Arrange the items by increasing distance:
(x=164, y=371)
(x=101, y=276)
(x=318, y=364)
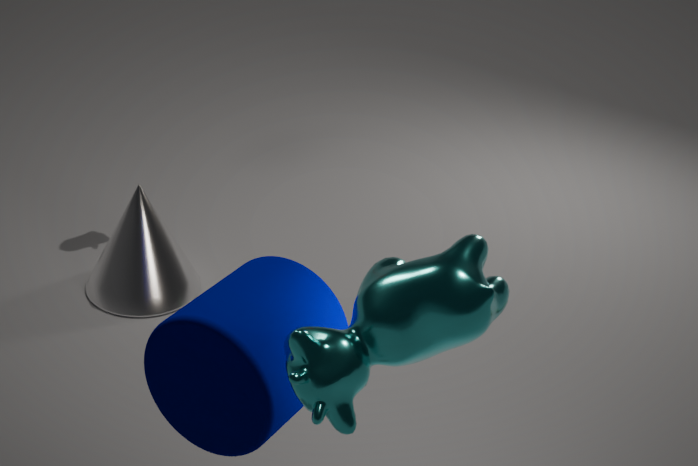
(x=318, y=364) → (x=164, y=371) → (x=101, y=276)
